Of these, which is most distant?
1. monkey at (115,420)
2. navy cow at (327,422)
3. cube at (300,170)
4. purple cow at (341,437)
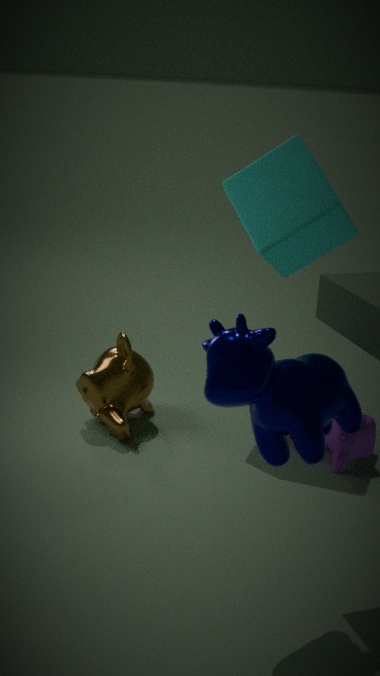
monkey at (115,420)
